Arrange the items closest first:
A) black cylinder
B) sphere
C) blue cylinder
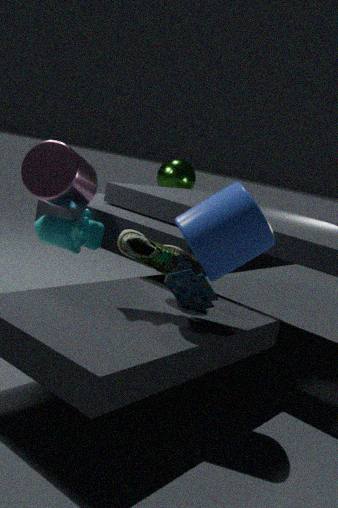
blue cylinder, black cylinder, sphere
